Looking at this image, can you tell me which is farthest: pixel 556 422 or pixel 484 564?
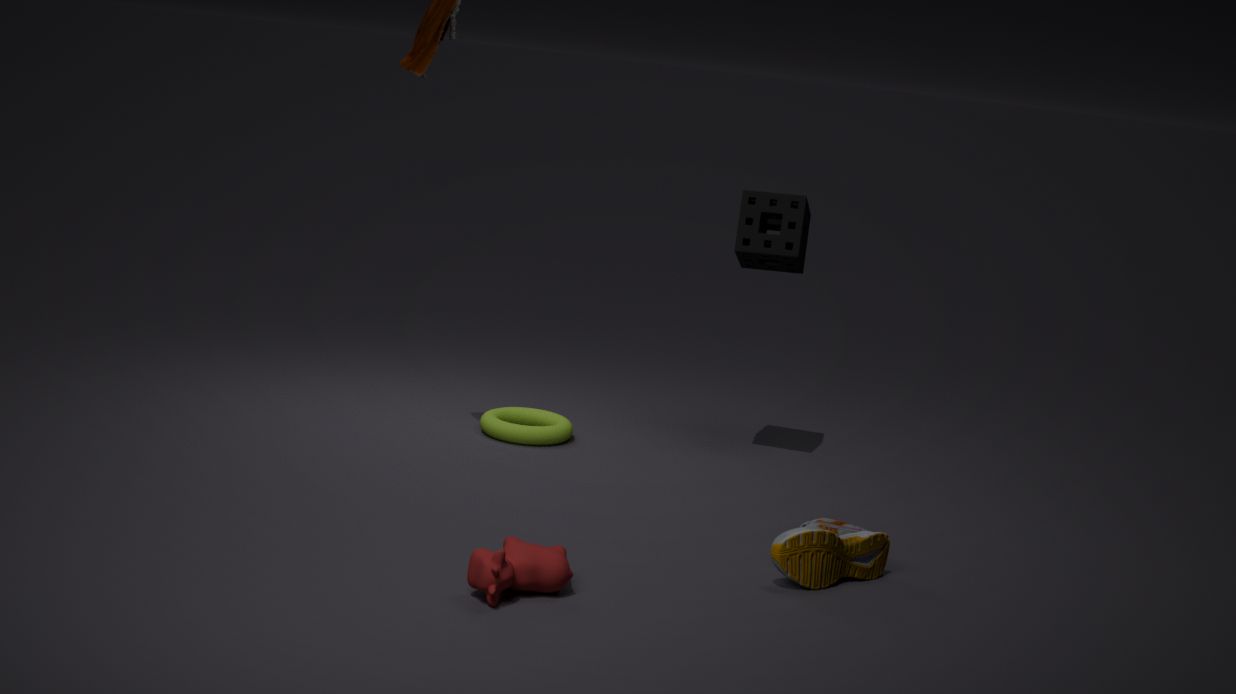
pixel 556 422
